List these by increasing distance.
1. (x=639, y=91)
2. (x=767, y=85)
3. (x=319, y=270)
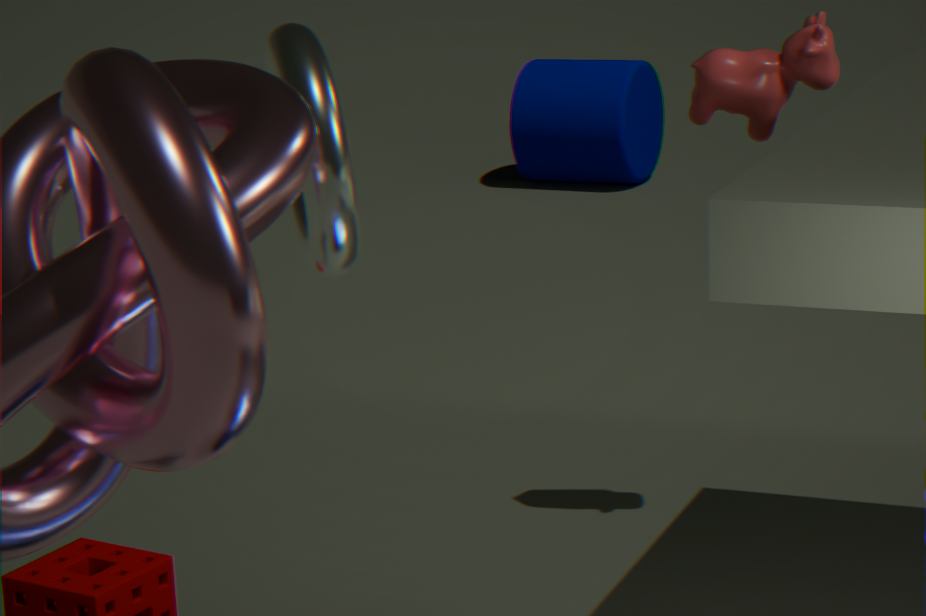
(x=319, y=270)
(x=767, y=85)
(x=639, y=91)
